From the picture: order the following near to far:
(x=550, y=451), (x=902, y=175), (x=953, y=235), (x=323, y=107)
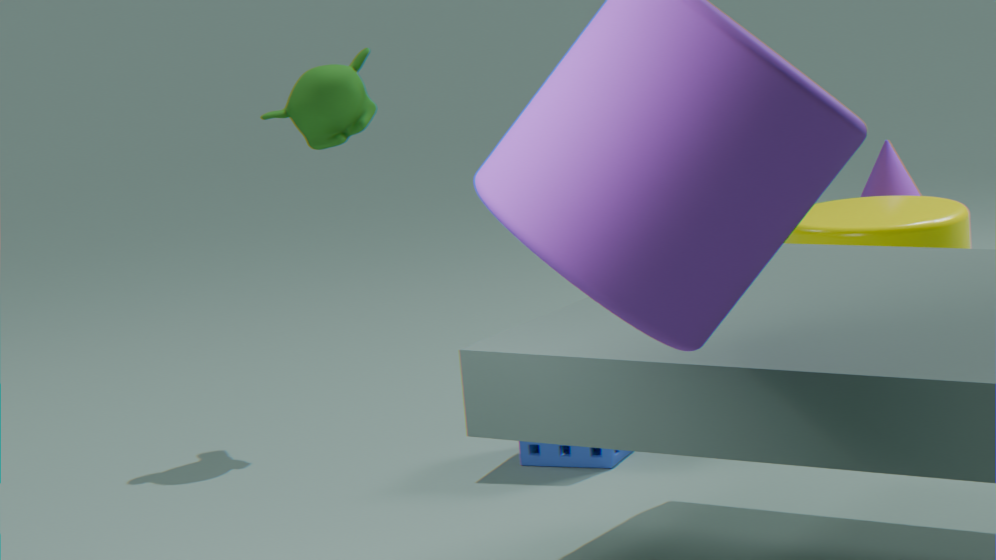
→ (x=550, y=451) < (x=953, y=235) < (x=323, y=107) < (x=902, y=175)
